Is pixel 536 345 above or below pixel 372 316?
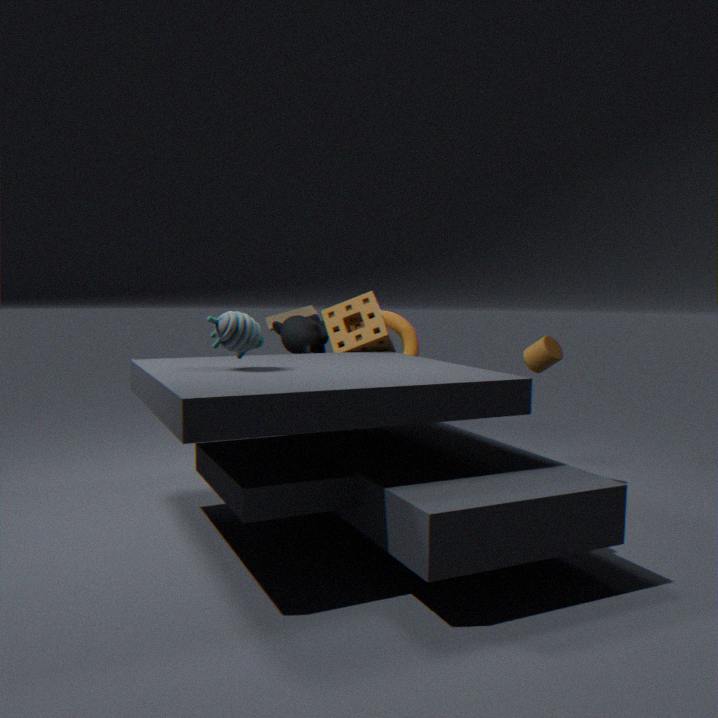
below
